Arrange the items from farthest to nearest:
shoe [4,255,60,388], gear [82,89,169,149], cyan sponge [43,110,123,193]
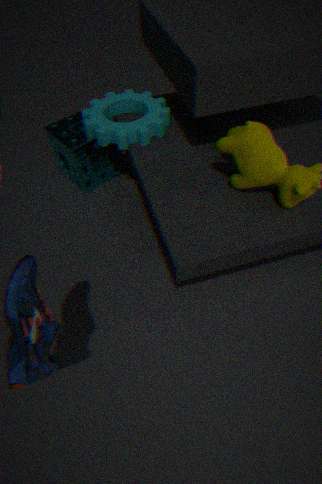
cyan sponge [43,110,123,193] < gear [82,89,169,149] < shoe [4,255,60,388]
